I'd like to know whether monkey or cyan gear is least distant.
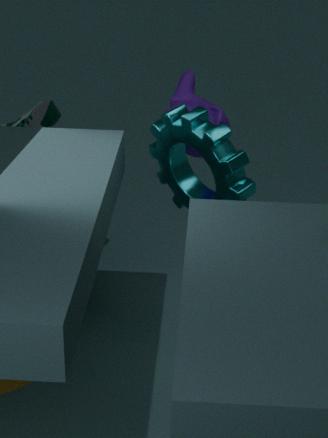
cyan gear
